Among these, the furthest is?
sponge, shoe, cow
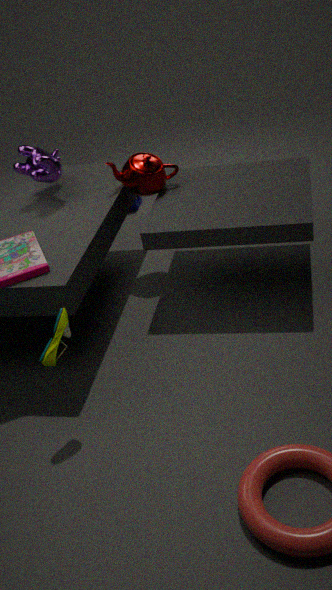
sponge
